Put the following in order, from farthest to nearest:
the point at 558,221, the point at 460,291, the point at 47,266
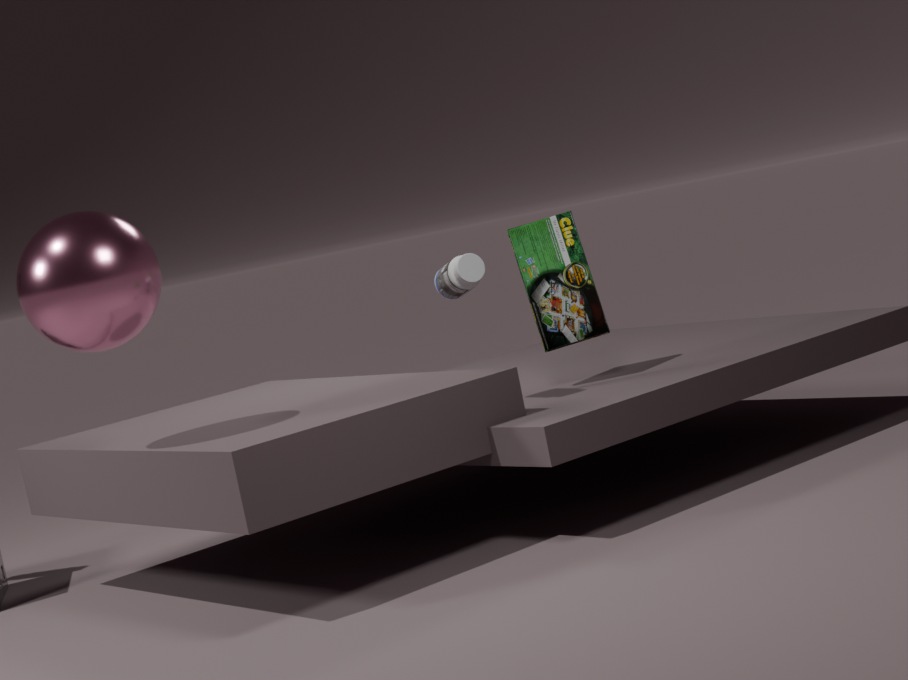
the point at 558,221
the point at 460,291
the point at 47,266
